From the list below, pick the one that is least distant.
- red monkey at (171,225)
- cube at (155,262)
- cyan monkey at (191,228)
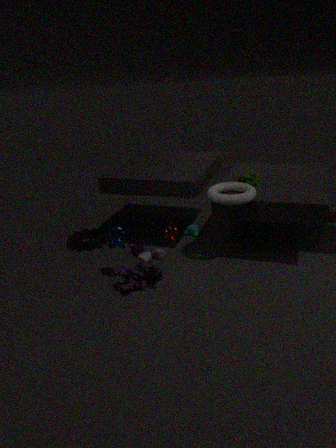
red monkey at (171,225)
